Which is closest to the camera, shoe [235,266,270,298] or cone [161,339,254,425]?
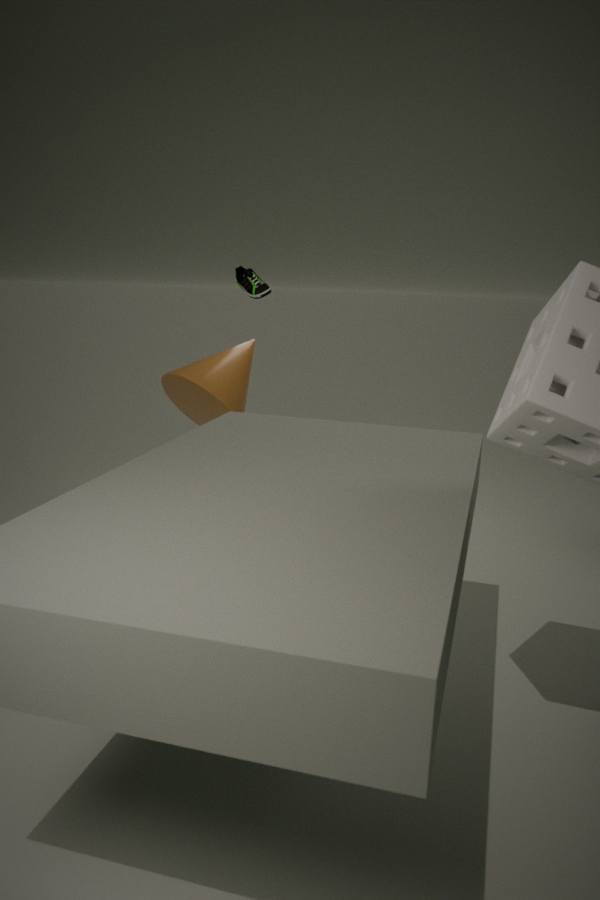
shoe [235,266,270,298]
